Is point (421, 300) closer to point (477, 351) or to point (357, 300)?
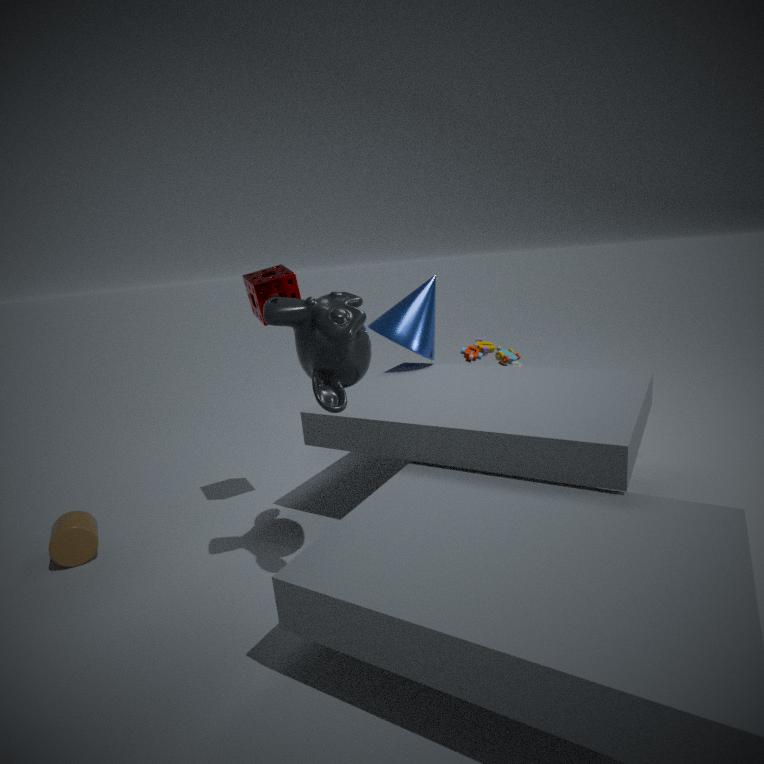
point (477, 351)
